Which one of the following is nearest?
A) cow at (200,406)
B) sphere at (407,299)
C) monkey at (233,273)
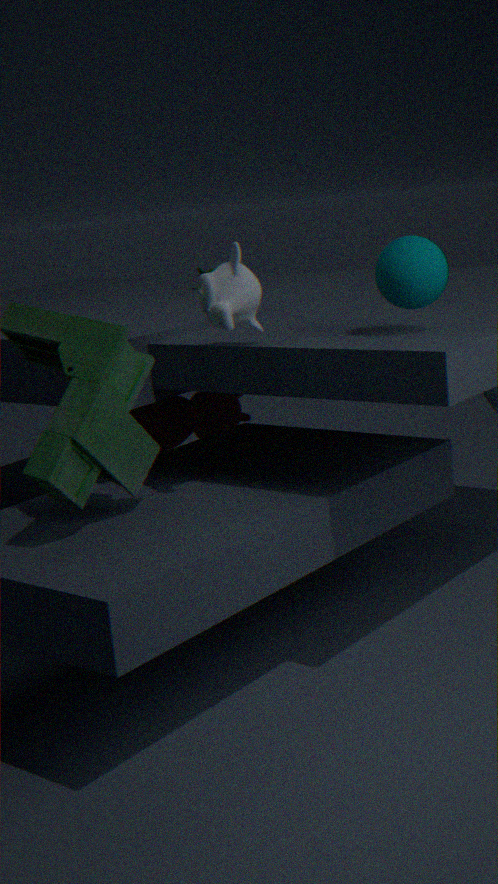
sphere at (407,299)
